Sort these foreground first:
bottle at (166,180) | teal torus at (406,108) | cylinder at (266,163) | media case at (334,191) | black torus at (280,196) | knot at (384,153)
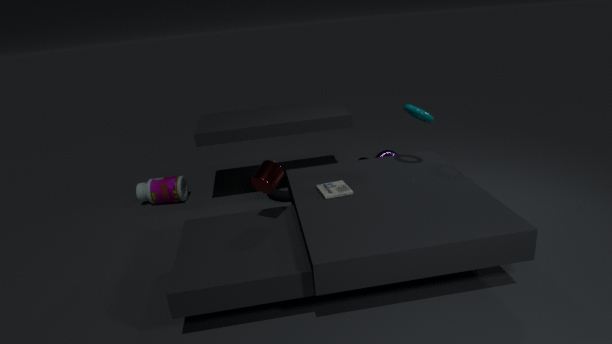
cylinder at (266,163)
media case at (334,191)
teal torus at (406,108)
black torus at (280,196)
bottle at (166,180)
knot at (384,153)
